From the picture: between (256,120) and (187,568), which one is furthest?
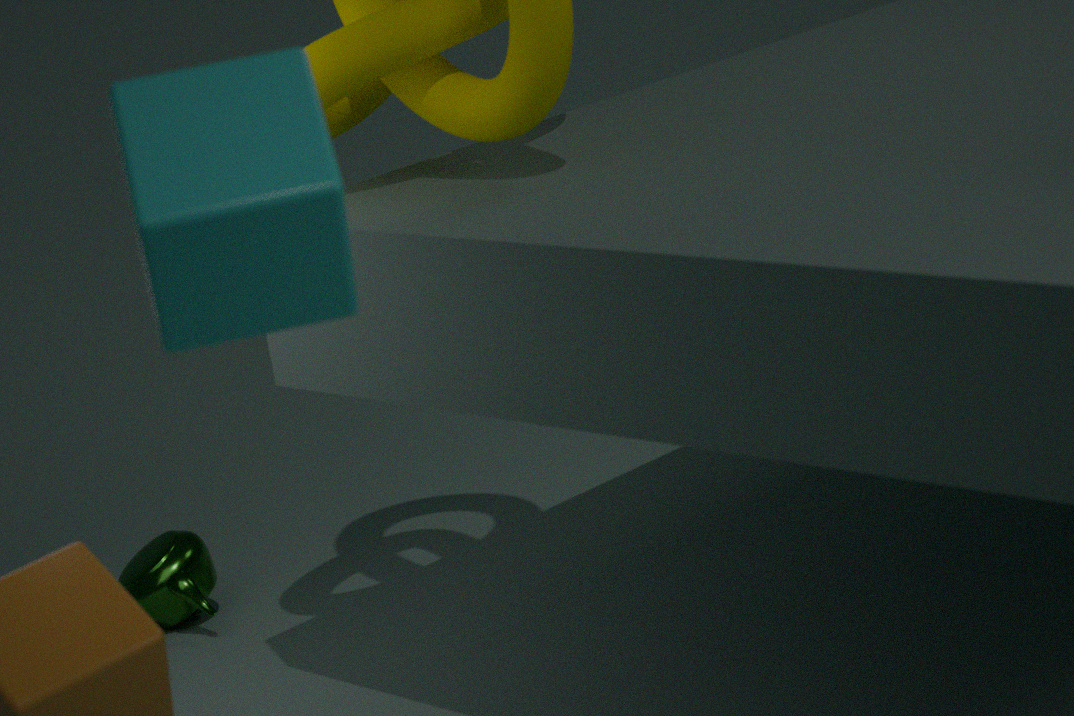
(187,568)
